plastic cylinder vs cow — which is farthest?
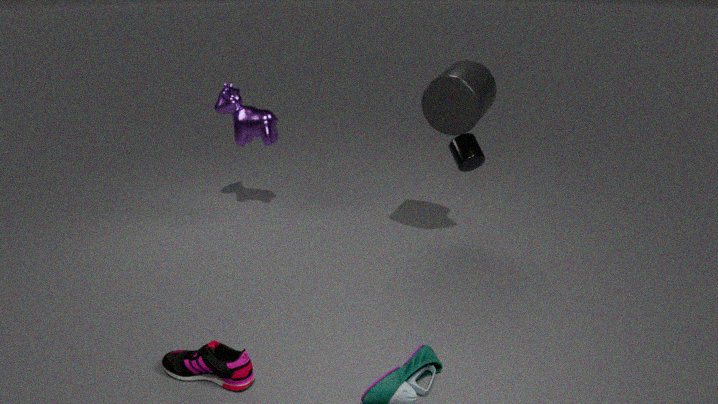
cow
